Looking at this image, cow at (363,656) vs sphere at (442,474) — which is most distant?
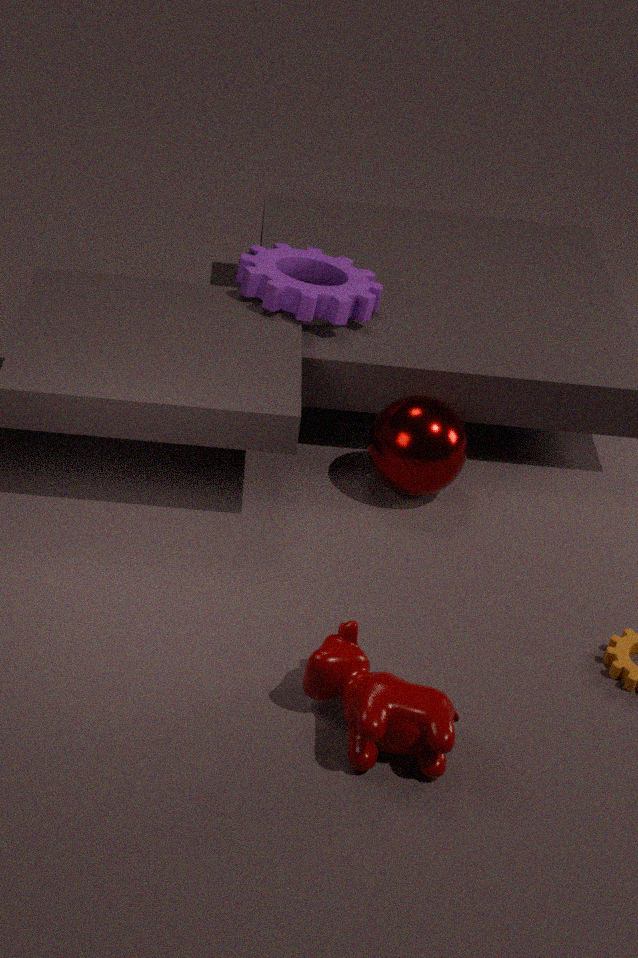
sphere at (442,474)
